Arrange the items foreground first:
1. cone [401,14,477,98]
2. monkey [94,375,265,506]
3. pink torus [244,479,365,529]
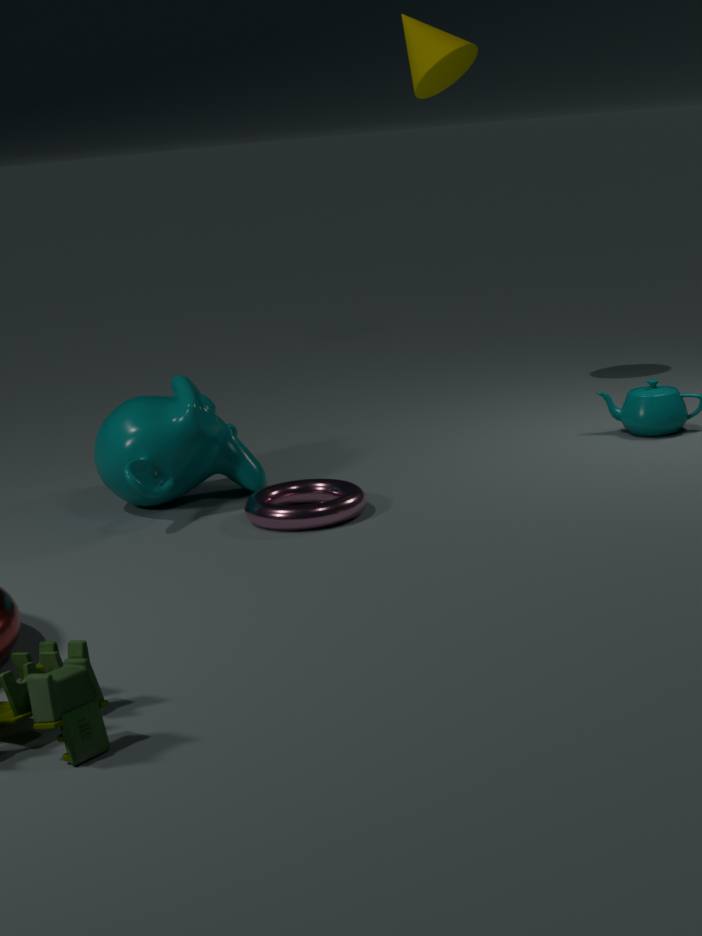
1. pink torus [244,479,365,529]
2. monkey [94,375,265,506]
3. cone [401,14,477,98]
